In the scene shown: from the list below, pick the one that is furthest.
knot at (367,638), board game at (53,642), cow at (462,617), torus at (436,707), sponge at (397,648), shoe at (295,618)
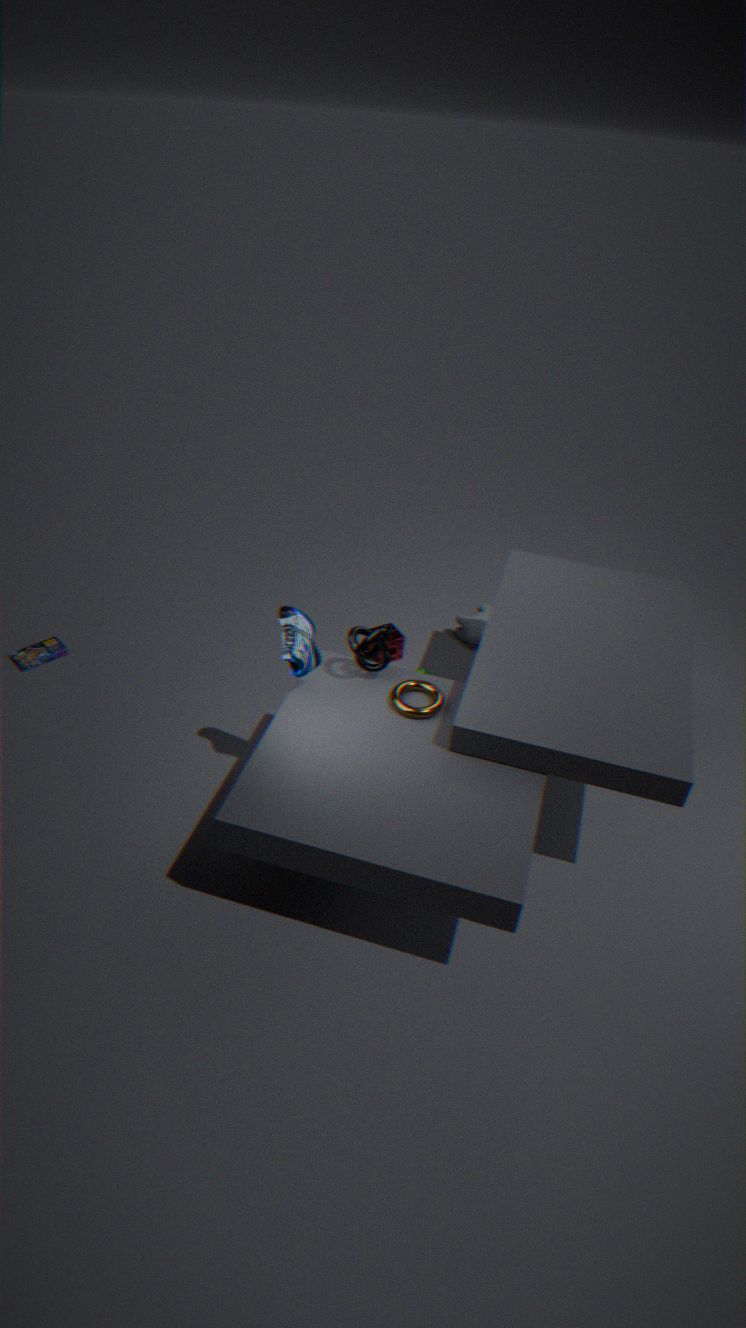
cow at (462,617)
